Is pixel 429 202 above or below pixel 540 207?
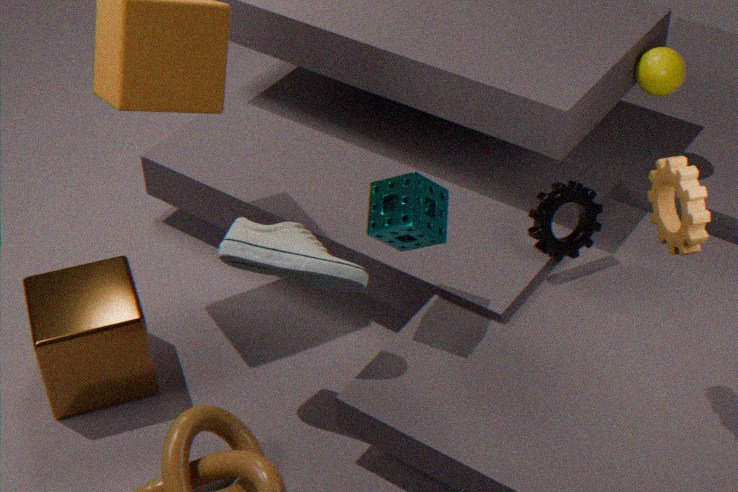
above
